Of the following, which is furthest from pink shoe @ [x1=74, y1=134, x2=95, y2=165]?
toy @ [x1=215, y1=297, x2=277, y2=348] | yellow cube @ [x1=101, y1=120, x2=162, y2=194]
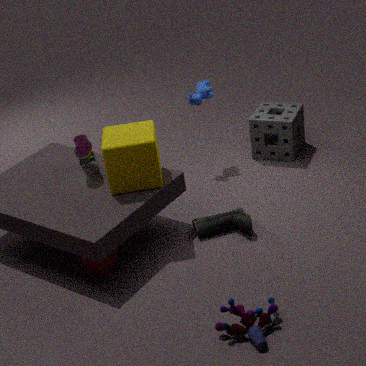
toy @ [x1=215, y1=297, x2=277, y2=348]
